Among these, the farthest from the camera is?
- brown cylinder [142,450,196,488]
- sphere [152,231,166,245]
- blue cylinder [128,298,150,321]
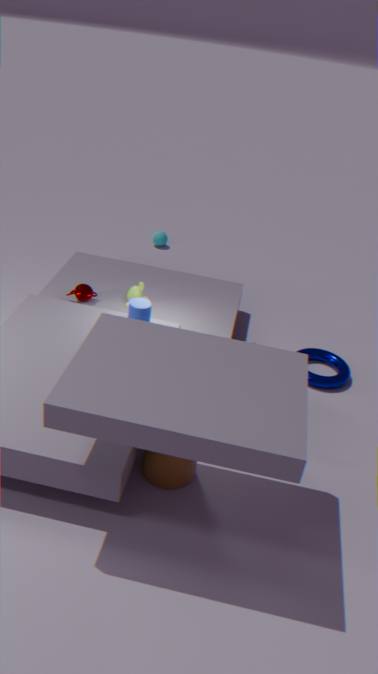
sphere [152,231,166,245]
